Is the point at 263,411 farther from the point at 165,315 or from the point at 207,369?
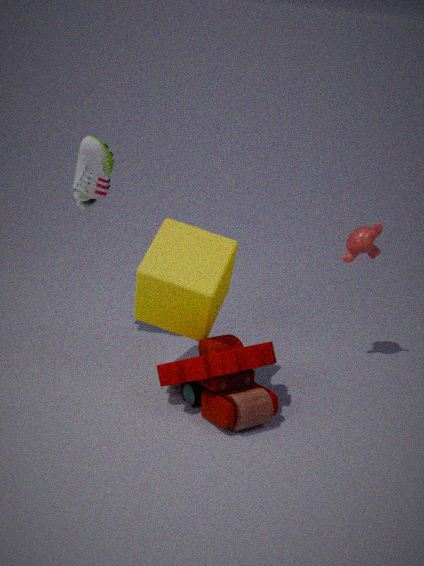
the point at 165,315
